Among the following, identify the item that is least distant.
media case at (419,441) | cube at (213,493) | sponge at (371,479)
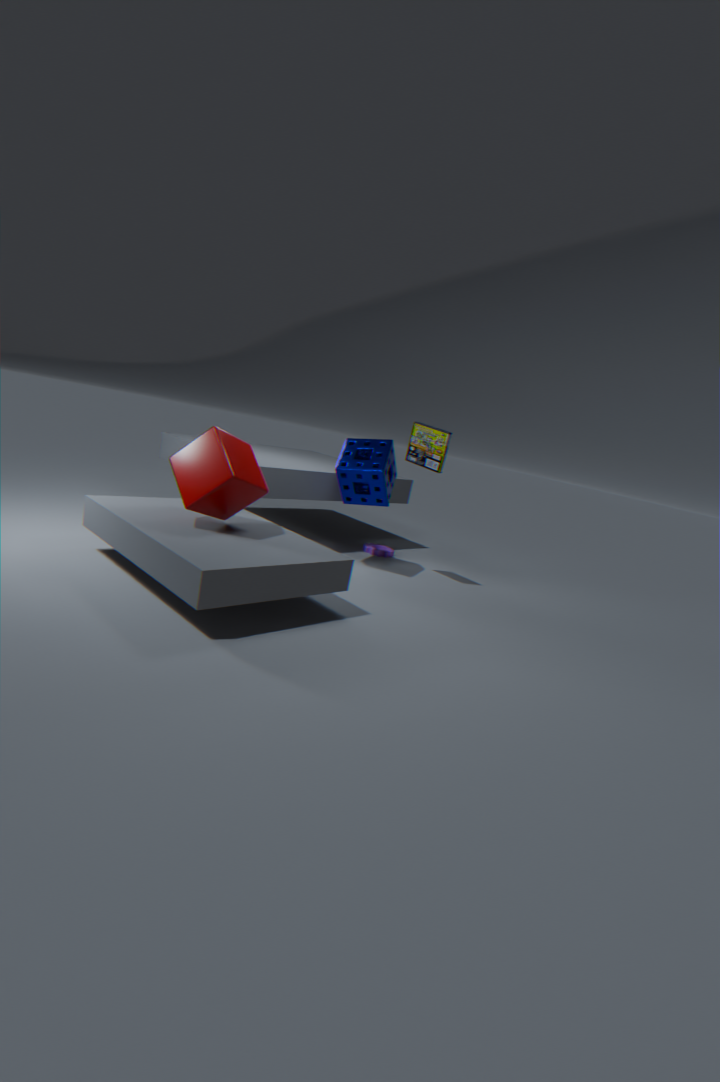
cube at (213,493)
